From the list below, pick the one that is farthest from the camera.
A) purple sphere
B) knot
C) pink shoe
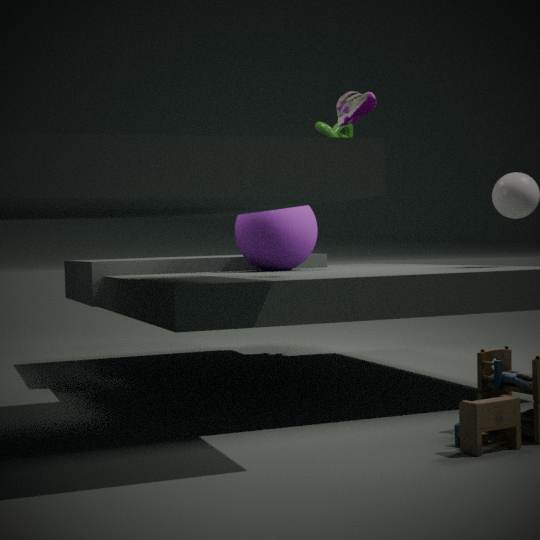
knot
